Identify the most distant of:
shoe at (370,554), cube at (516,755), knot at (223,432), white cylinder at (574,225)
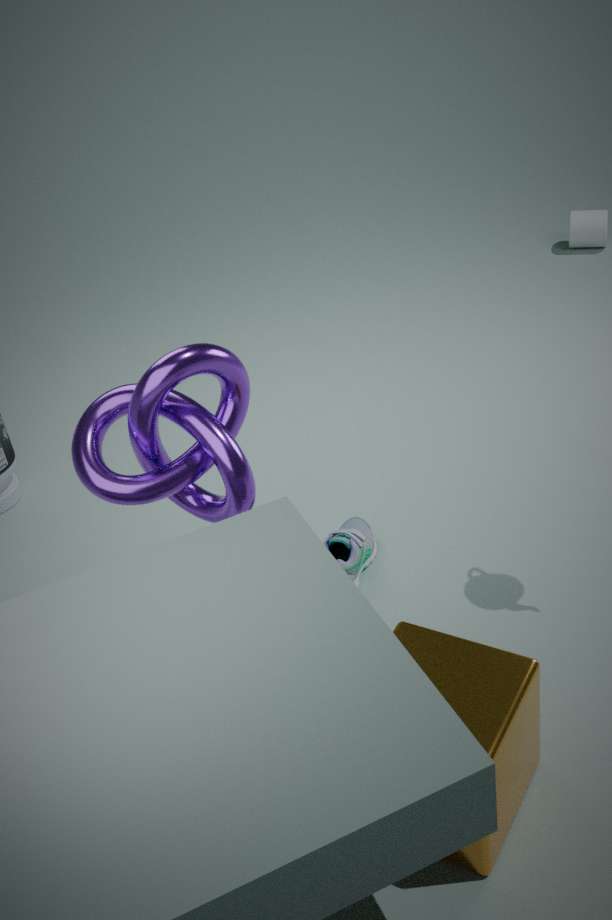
white cylinder at (574,225)
